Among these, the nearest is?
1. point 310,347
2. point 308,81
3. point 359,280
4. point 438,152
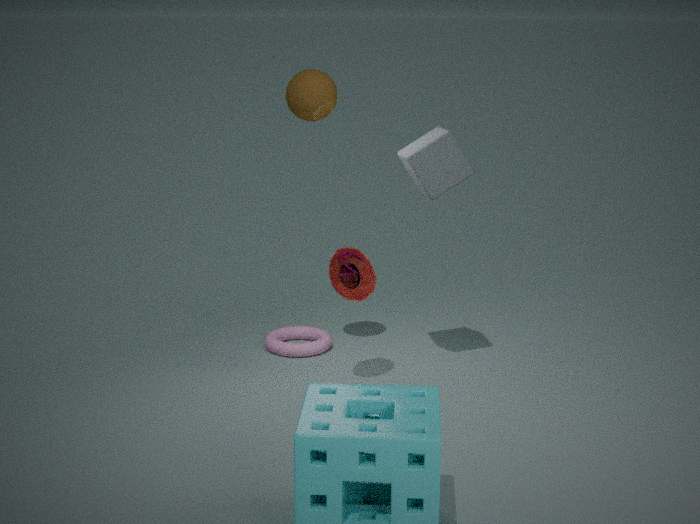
point 308,81
